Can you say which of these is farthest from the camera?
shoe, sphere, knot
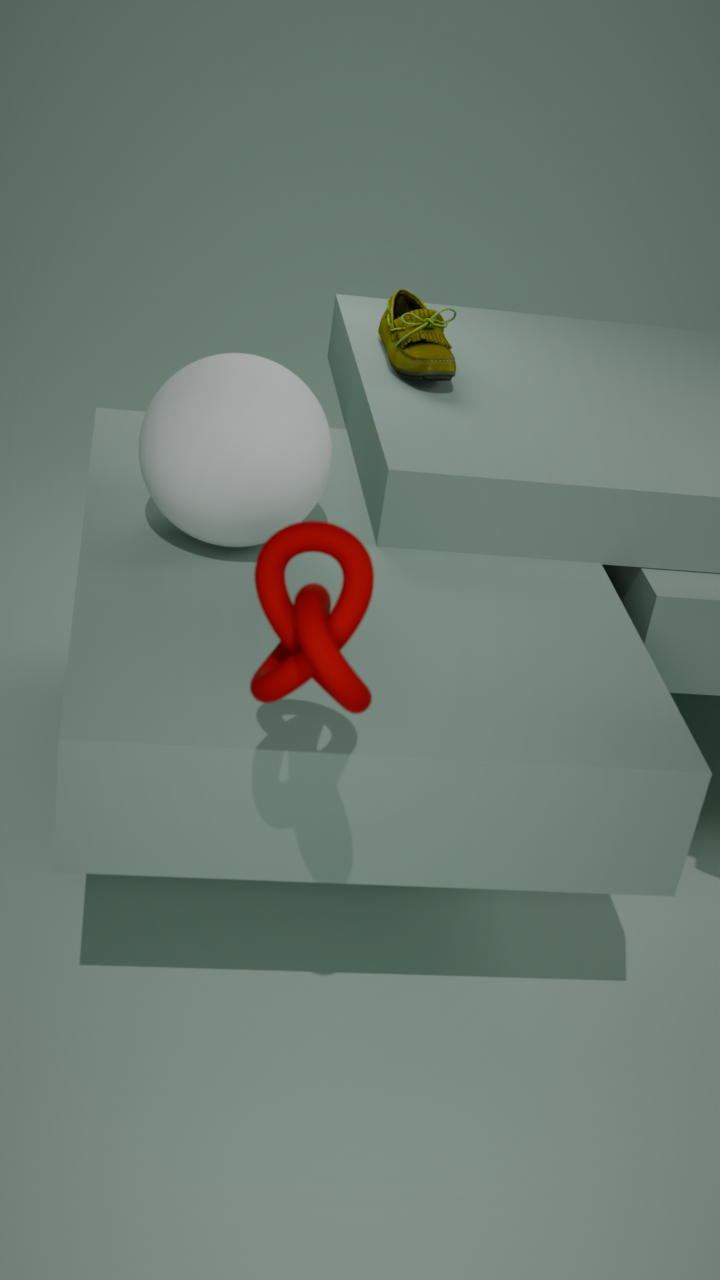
shoe
